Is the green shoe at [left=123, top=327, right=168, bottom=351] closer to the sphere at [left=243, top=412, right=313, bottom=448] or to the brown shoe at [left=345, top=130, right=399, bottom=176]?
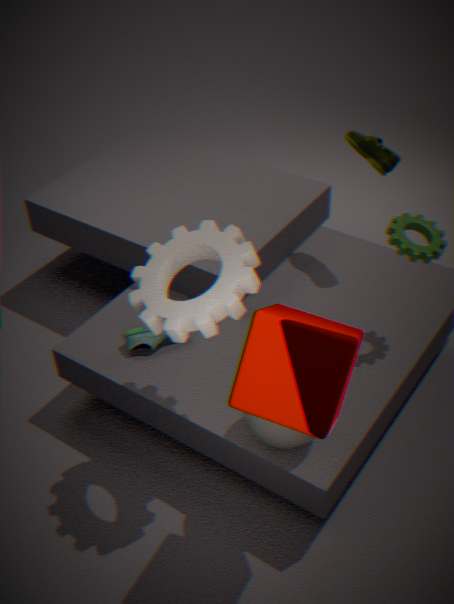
the sphere at [left=243, top=412, right=313, bottom=448]
